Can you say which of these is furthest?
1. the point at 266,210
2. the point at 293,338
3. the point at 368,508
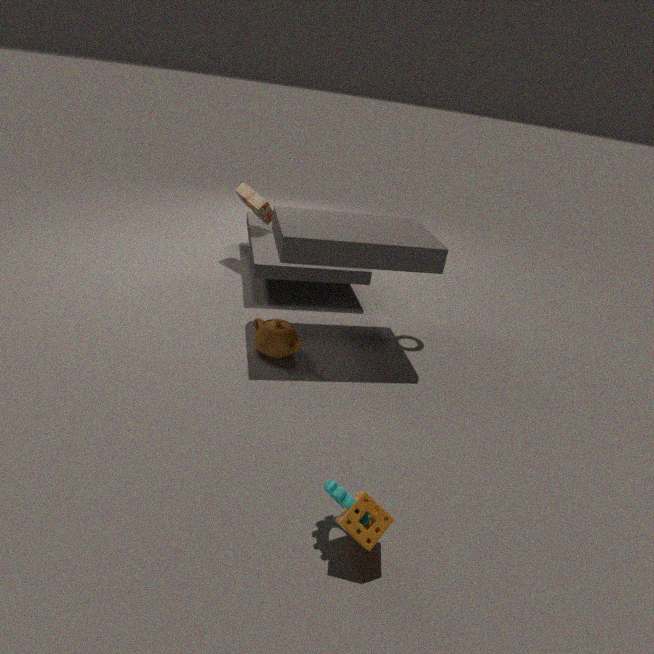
the point at 266,210
